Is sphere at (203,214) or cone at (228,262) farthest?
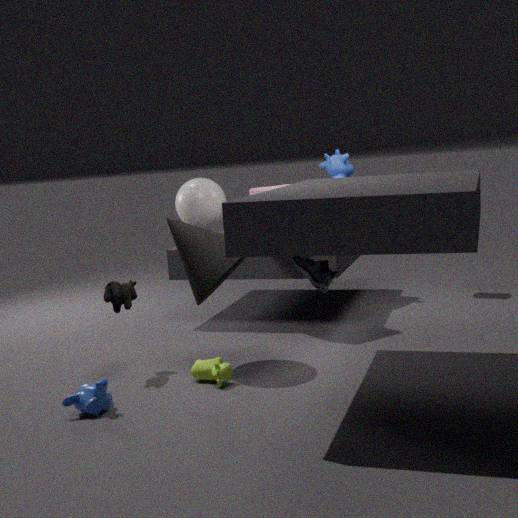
sphere at (203,214)
